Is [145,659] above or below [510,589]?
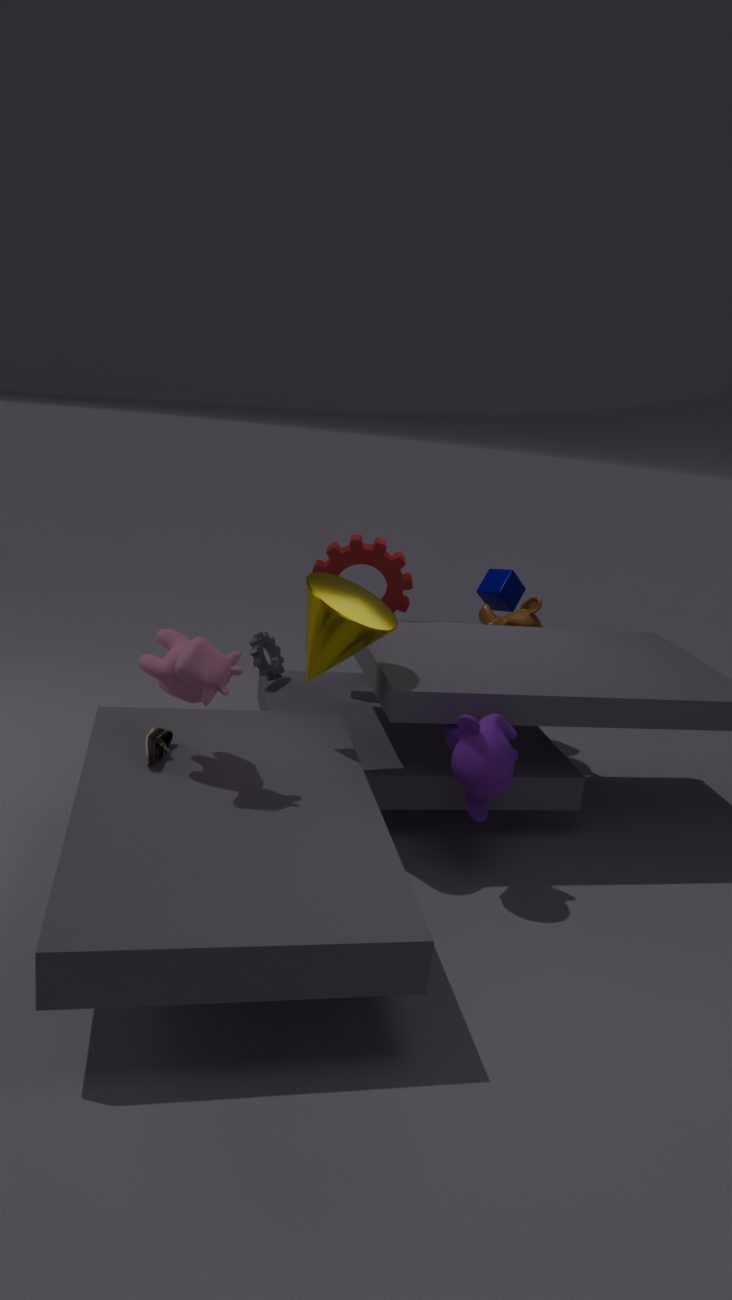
below
